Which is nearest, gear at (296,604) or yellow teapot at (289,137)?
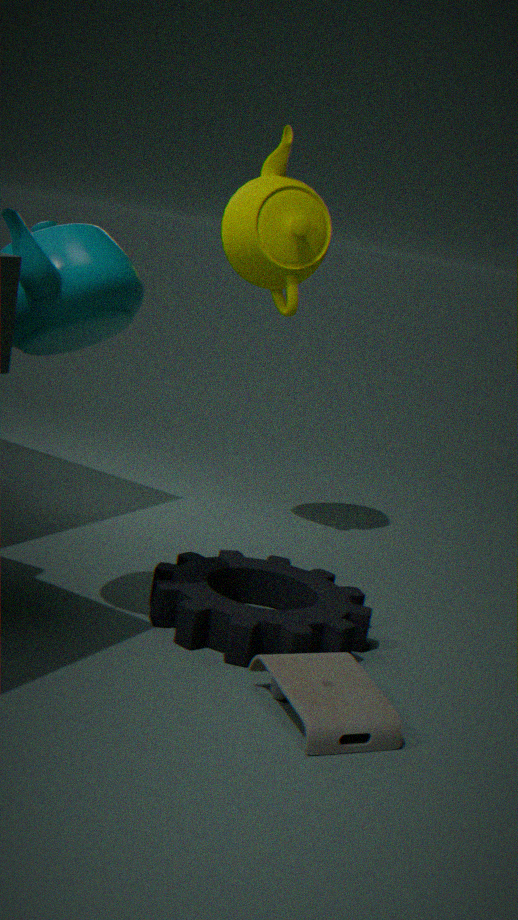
gear at (296,604)
